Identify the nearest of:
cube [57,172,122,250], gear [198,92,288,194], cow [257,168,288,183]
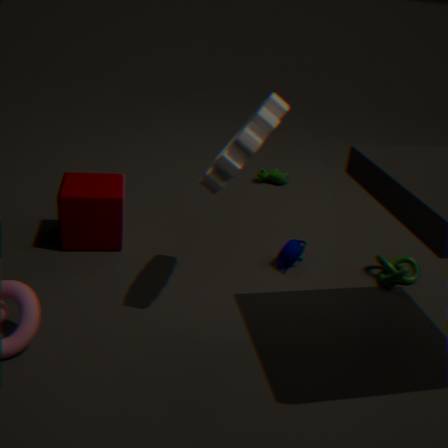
gear [198,92,288,194]
